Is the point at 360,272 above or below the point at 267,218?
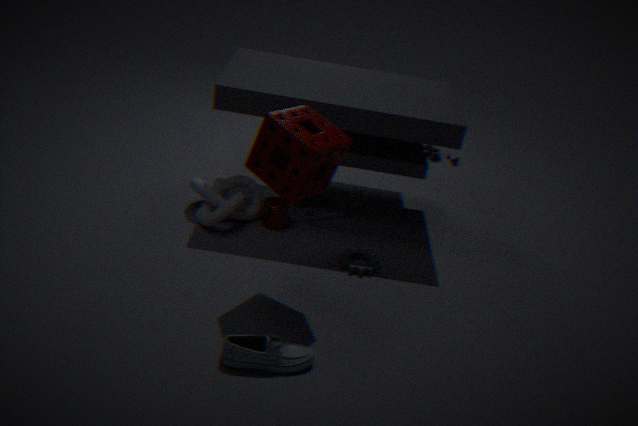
below
